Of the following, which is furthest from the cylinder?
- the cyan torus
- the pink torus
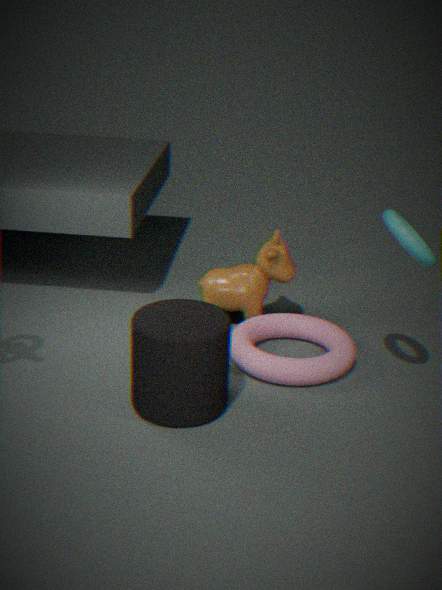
the cyan torus
